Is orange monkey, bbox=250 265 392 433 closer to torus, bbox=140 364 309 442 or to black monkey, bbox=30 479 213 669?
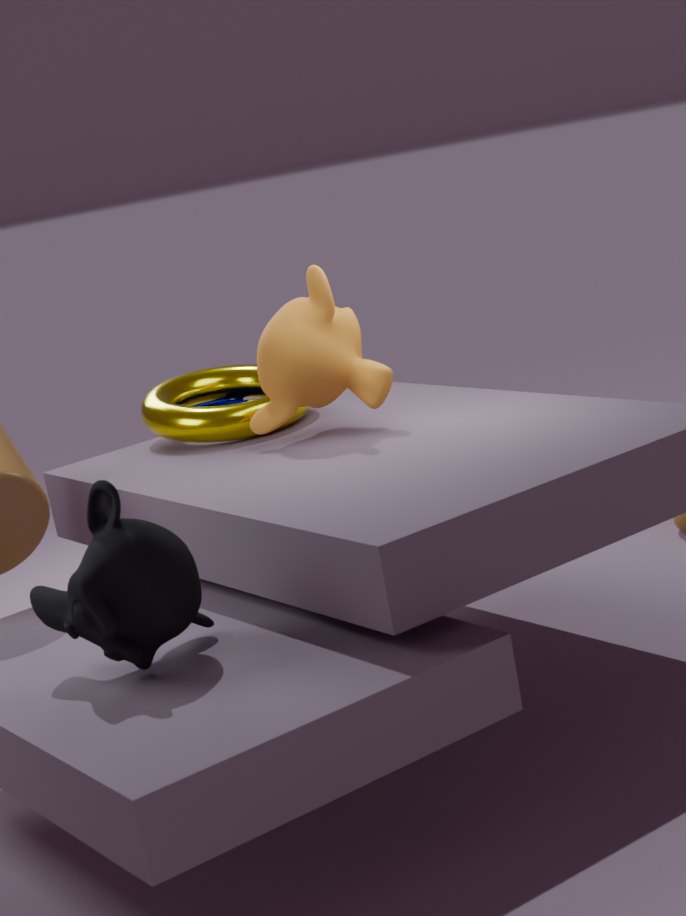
torus, bbox=140 364 309 442
